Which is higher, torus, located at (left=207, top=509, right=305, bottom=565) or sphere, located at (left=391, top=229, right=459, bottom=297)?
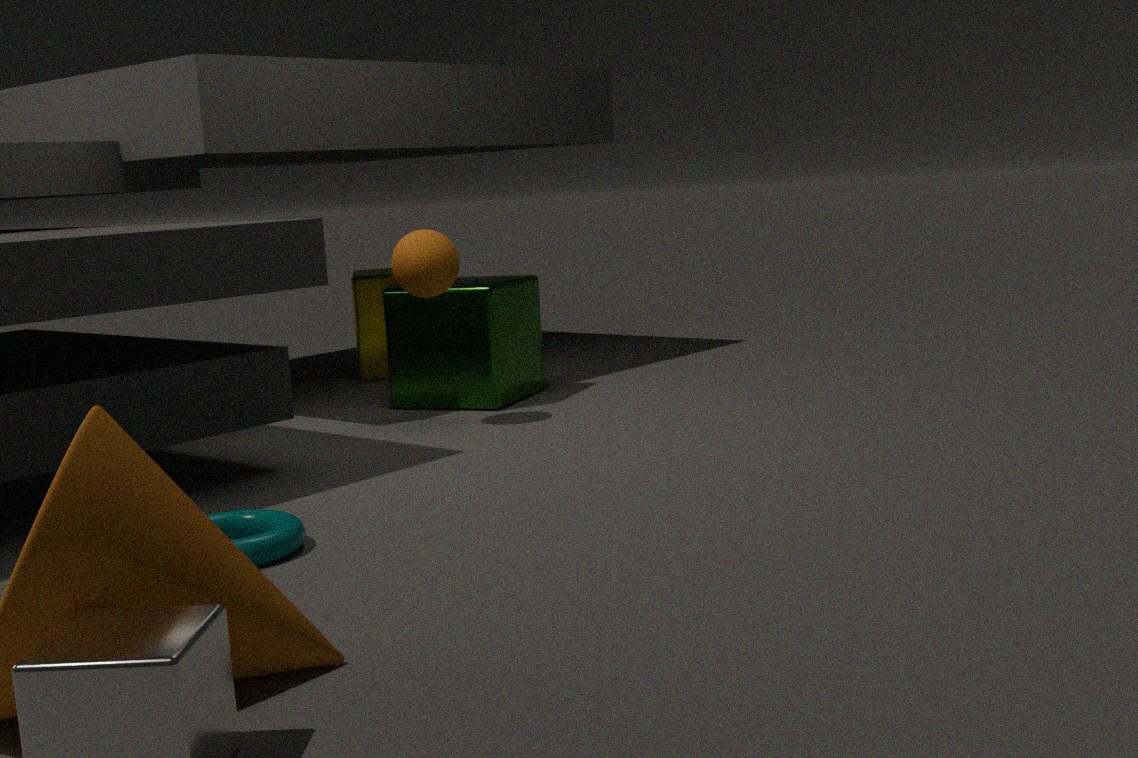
sphere, located at (left=391, top=229, right=459, bottom=297)
